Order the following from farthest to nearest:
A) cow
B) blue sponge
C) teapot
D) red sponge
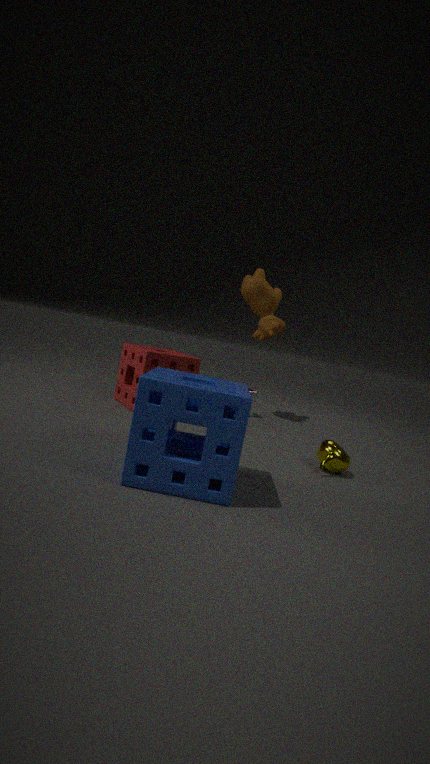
1. cow
2. red sponge
3. teapot
4. blue sponge
